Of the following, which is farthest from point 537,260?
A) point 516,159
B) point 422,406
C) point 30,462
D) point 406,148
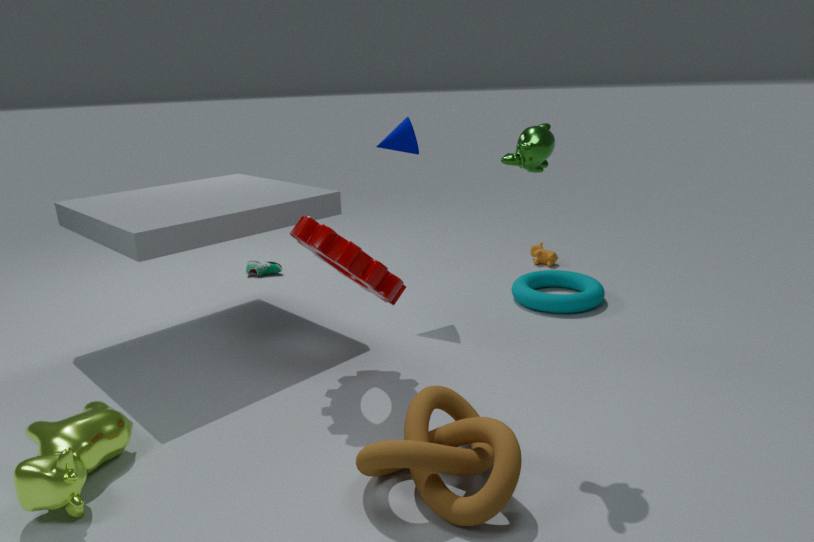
point 30,462
